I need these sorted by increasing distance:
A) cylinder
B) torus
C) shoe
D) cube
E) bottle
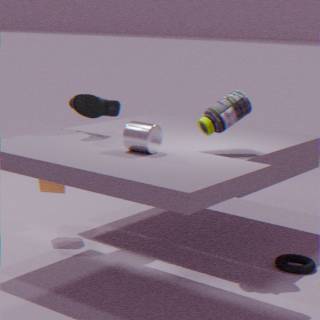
cylinder < bottle < torus < shoe < cube
